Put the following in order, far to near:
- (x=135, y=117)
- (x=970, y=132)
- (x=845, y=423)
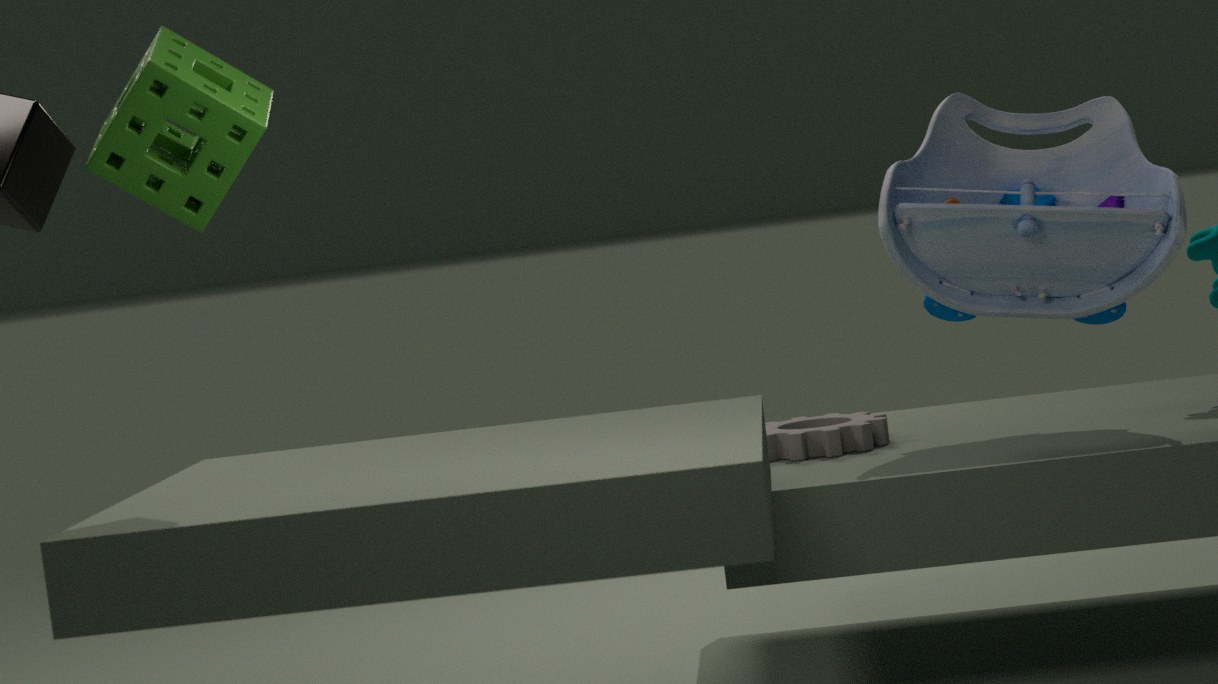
(x=970, y=132) → (x=845, y=423) → (x=135, y=117)
